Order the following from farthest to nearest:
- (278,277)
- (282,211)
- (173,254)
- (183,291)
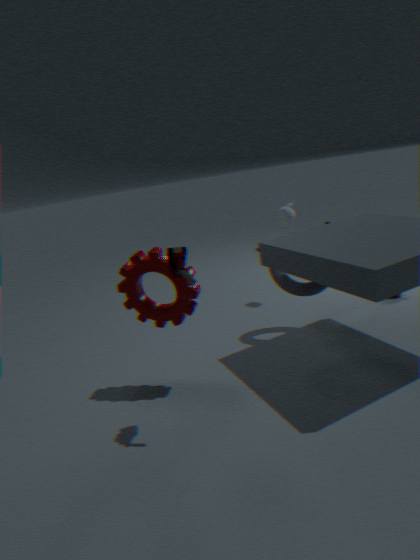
(282,211), (278,277), (183,291), (173,254)
